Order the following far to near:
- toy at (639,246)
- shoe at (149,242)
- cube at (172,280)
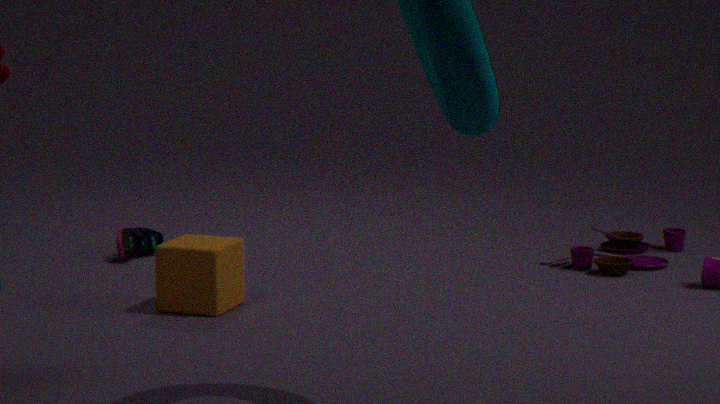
shoe at (149,242) < toy at (639,246) < cube at (172,280)
